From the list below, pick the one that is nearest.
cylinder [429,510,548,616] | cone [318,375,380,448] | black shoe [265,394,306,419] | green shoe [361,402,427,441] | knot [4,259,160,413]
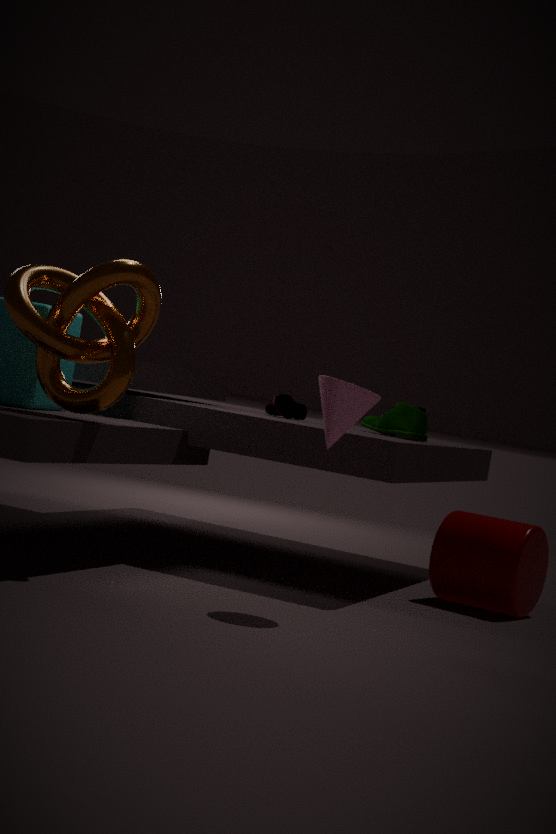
cone [318,375,380,448]
